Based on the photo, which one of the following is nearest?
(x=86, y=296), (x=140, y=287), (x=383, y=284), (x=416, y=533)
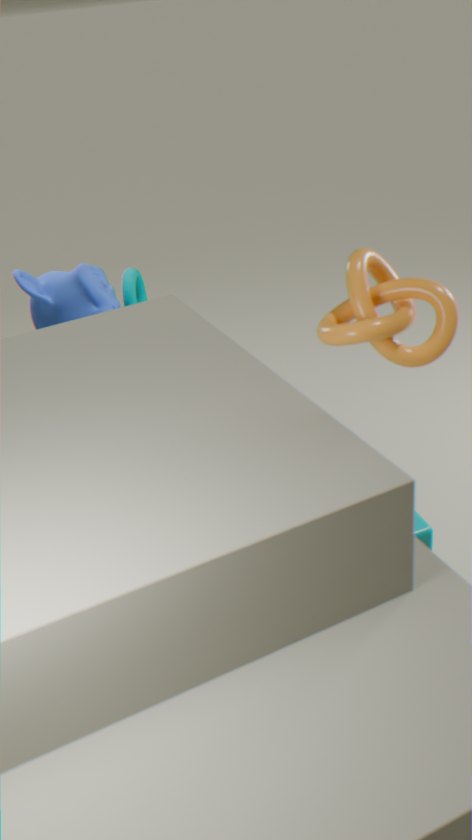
(x=383, y=284)
